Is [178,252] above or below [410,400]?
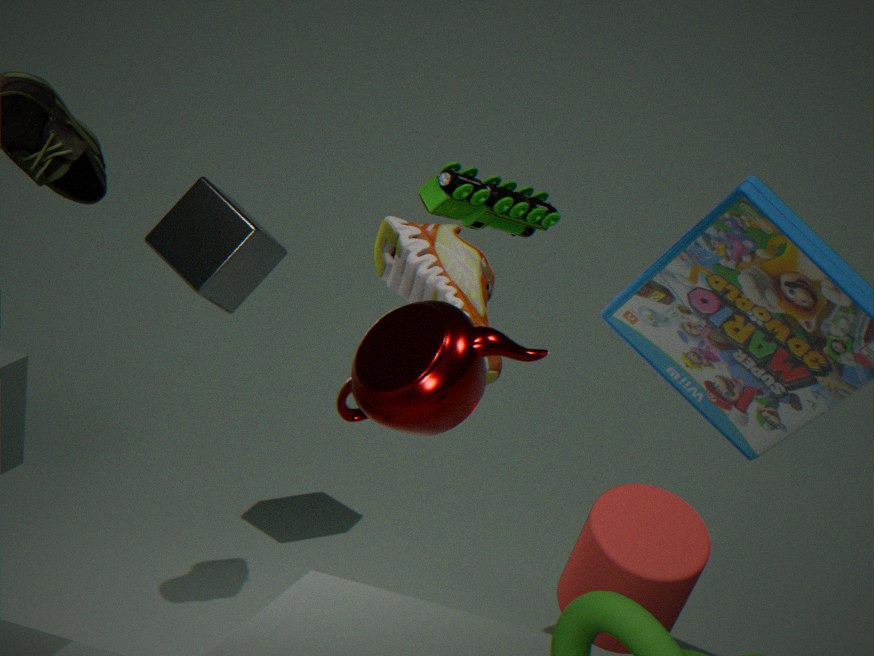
below
